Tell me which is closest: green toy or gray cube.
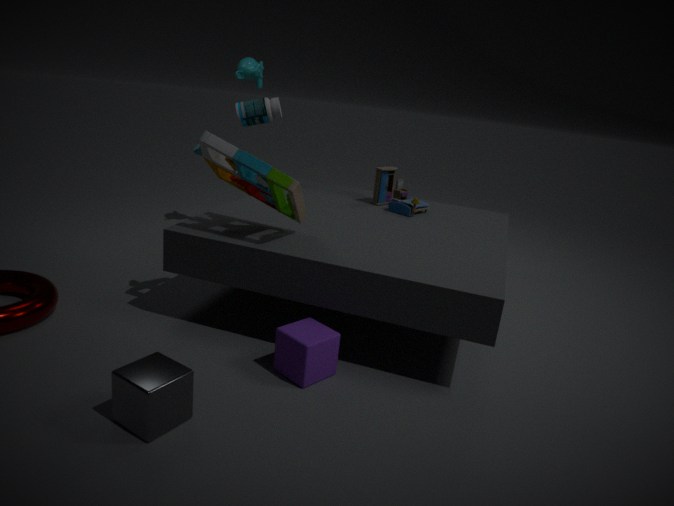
gray cube
